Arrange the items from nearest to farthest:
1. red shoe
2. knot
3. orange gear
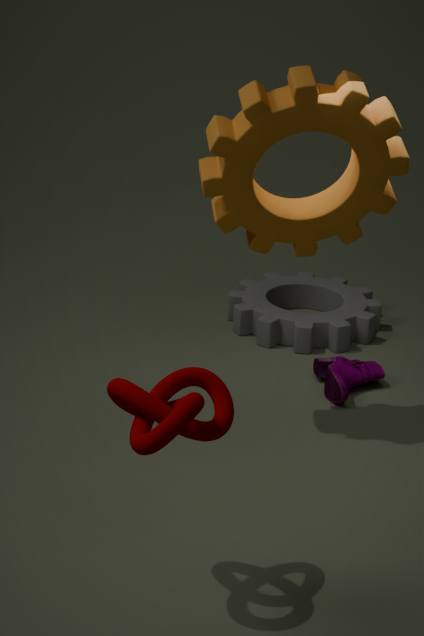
knot → orange gear → red shoe
